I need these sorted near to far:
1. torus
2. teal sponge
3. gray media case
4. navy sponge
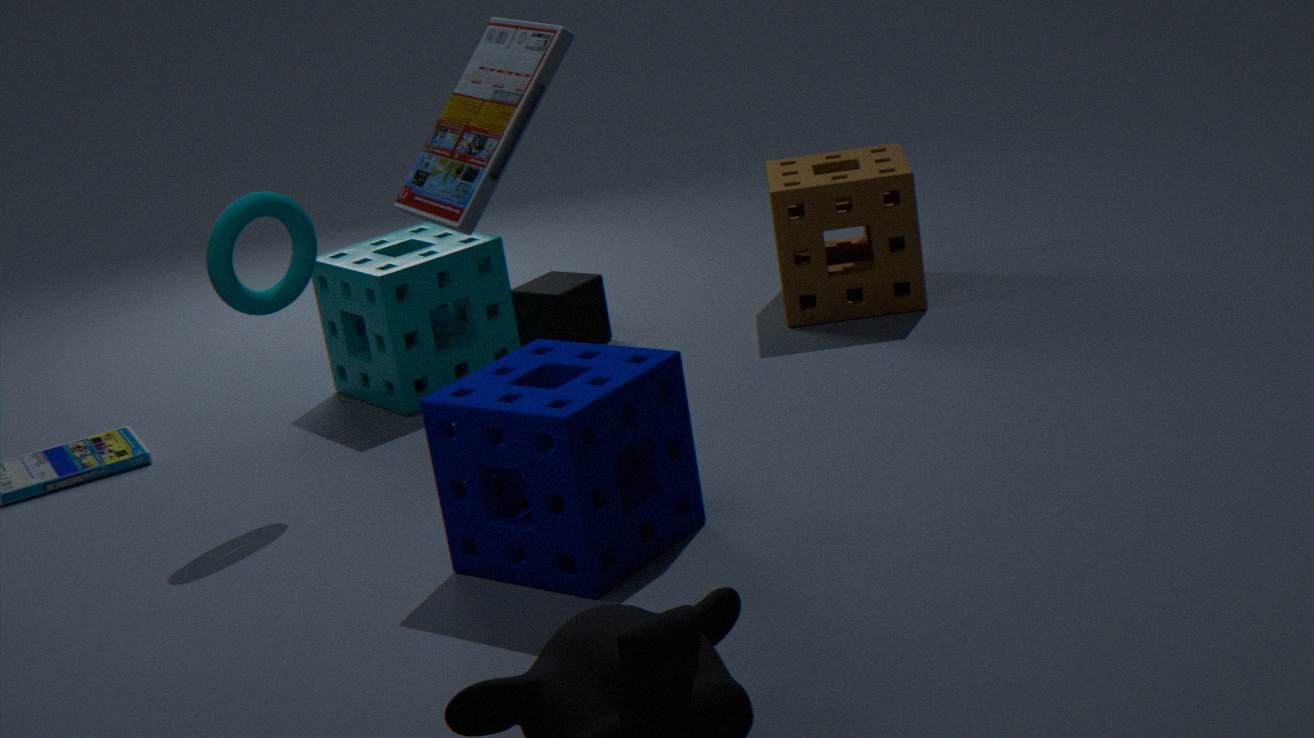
1. gray media case
2. navy sponge
3. torus
4. teal sponge
